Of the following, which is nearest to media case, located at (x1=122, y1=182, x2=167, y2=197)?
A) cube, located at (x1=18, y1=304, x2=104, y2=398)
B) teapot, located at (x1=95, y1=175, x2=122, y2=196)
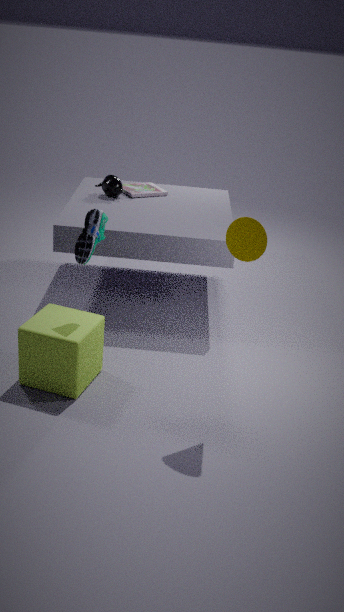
teapot, located at (x1=95, y1=175, x2=122, y2=196)
